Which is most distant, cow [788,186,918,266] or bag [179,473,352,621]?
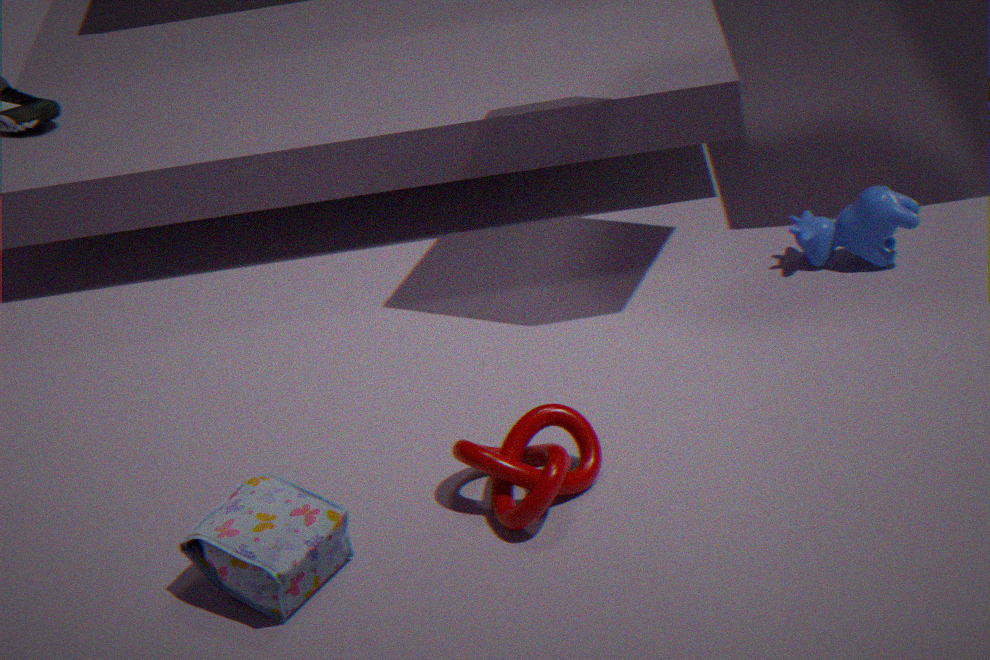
cow [788,186,918,266]
